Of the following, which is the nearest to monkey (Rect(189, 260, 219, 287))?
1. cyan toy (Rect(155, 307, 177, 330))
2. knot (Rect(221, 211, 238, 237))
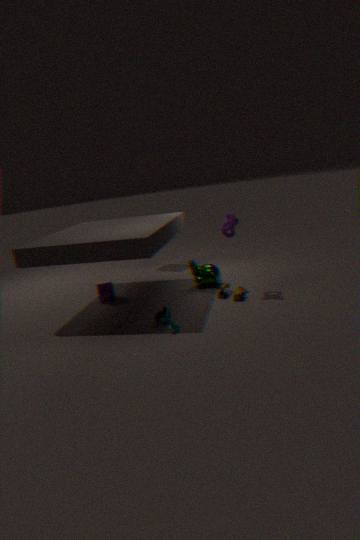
knot (Rect(221, 211, 238, 237))
